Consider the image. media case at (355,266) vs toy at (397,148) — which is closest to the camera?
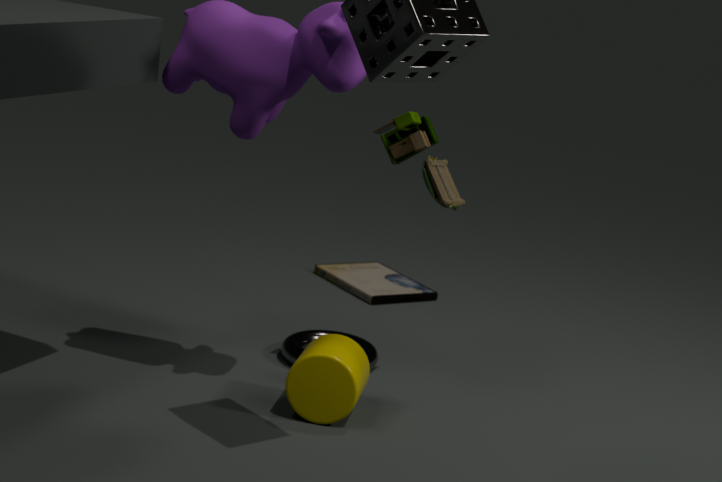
toy at (397,148)
